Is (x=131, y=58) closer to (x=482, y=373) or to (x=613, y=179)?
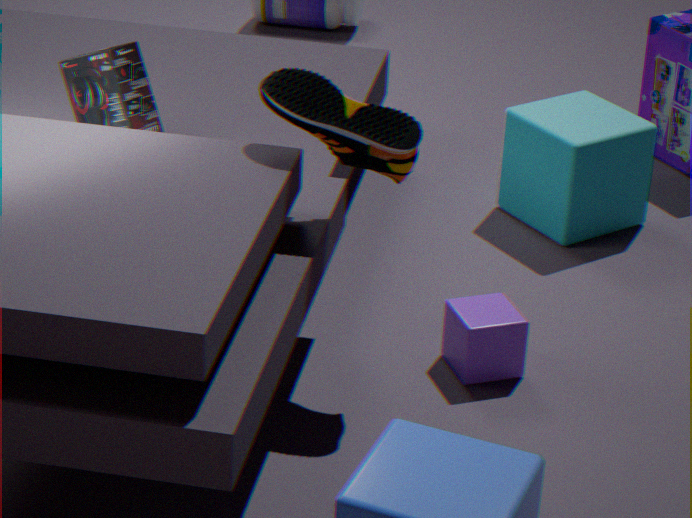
(x=482, y=373)
